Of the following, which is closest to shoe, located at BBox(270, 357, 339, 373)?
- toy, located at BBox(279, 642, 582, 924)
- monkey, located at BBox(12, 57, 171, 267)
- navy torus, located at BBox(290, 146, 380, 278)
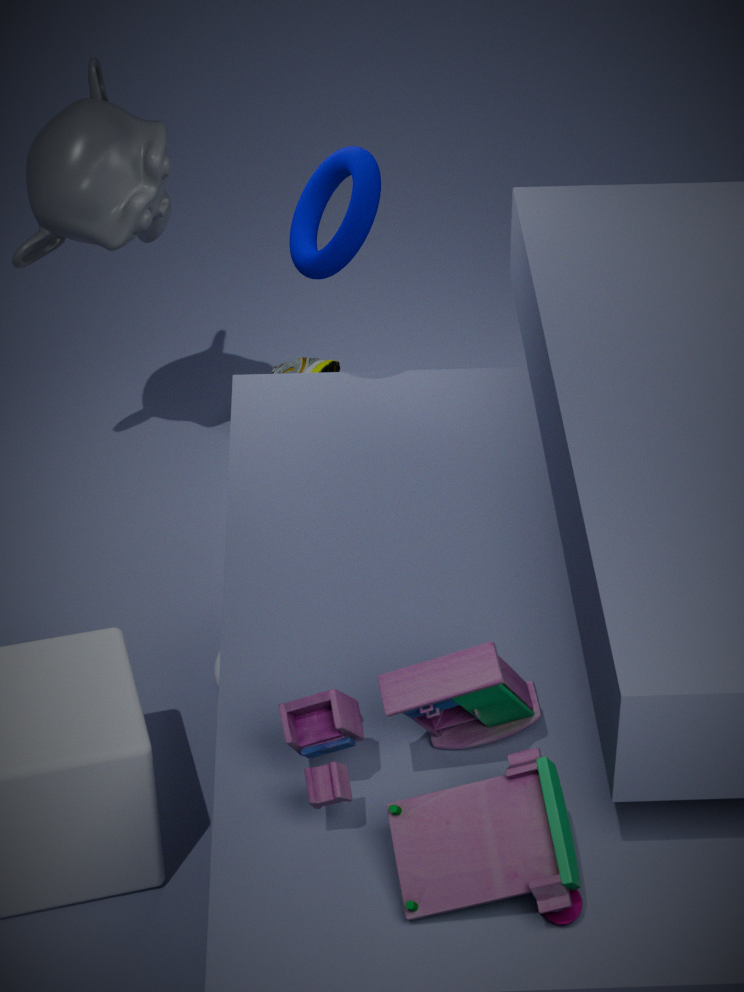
monkey, located at BBox(12, 57, 171, 267)
